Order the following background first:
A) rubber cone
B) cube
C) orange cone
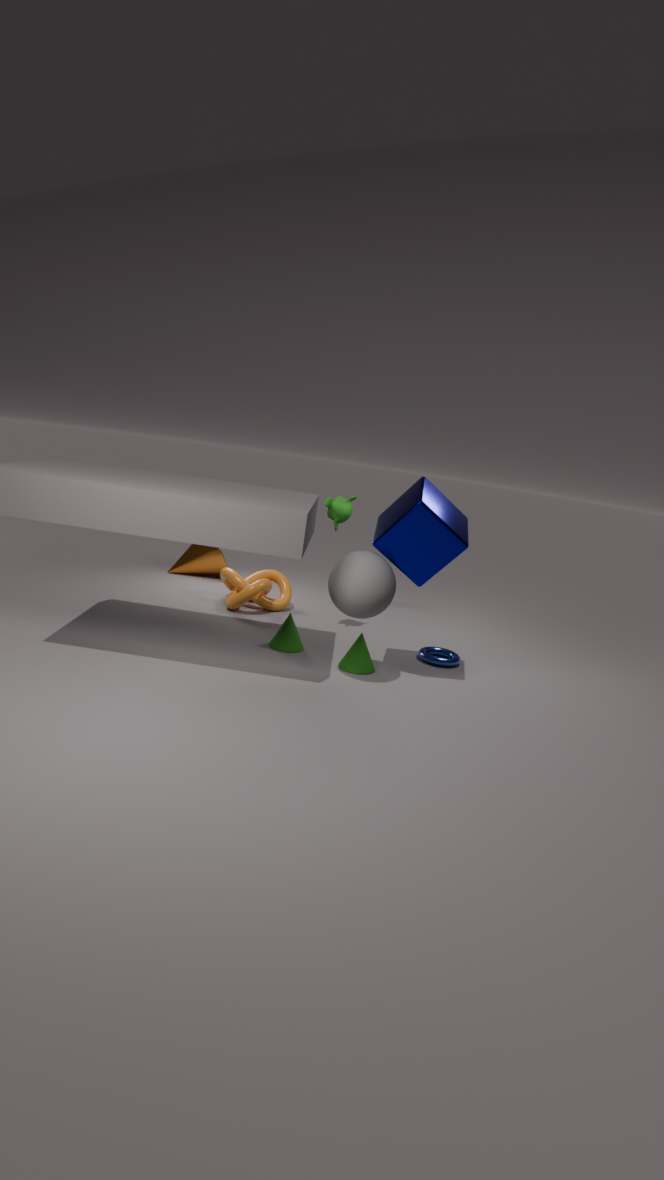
1. orange cone
2. rubber cone
3. cube
